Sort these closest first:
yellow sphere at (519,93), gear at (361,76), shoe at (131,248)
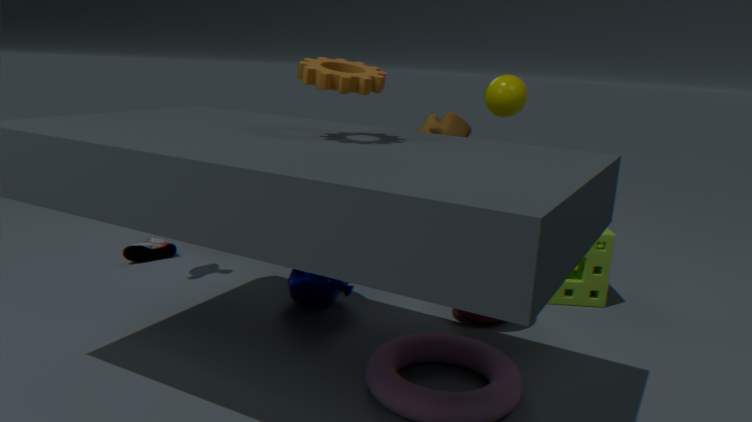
gear at (361,76) → yellow sphere at (519,93) → shoe at (131,248)
